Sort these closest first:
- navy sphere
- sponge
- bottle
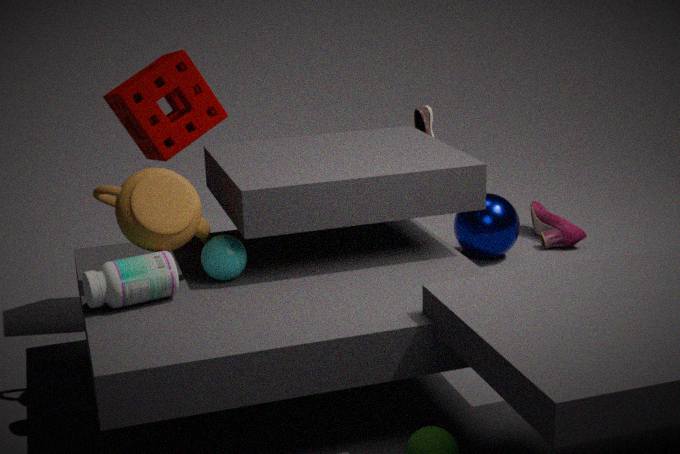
bottle → sponge → navy sphere
